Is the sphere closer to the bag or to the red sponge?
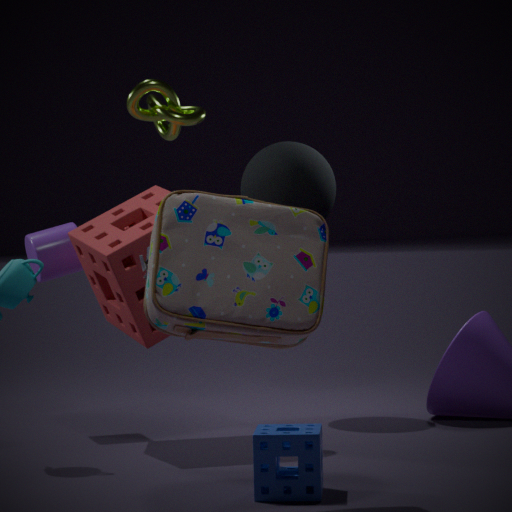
the red sponge
